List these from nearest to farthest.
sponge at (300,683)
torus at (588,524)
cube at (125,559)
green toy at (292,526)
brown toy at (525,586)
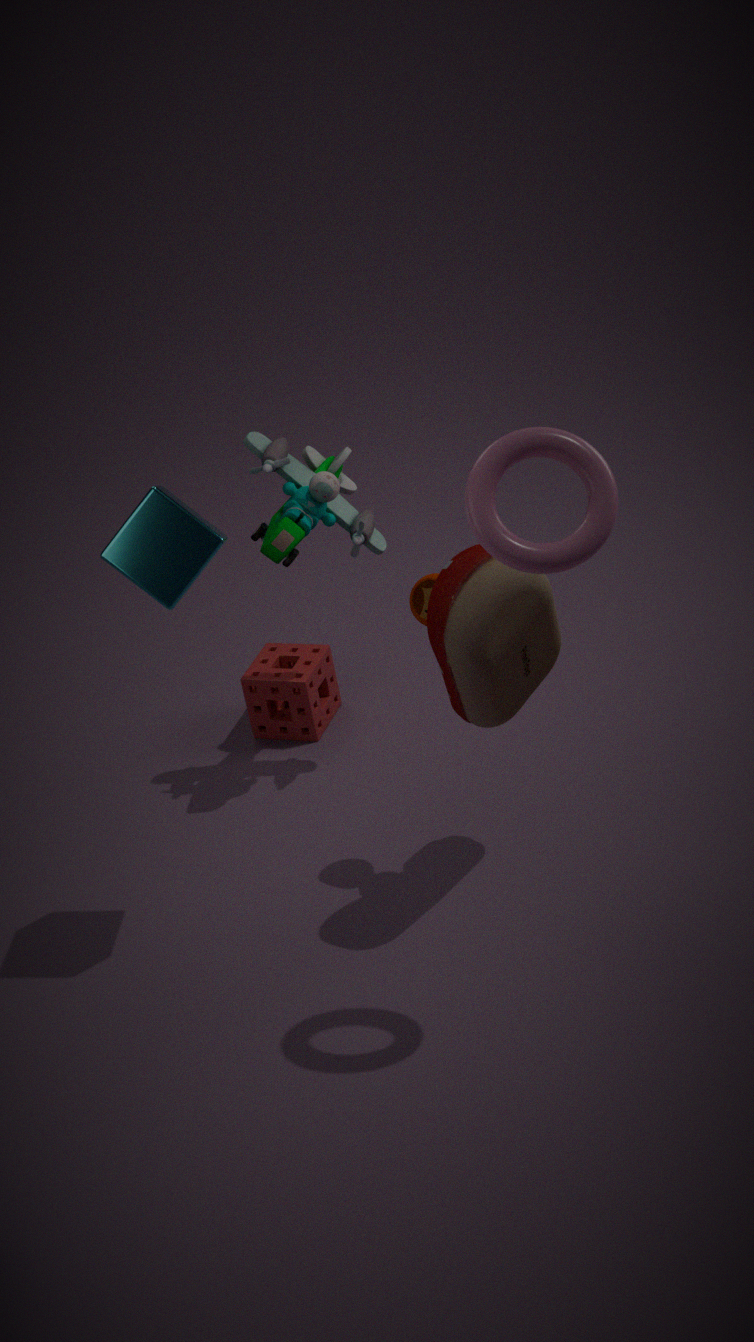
torus at (588,524) < cube at (125,559) < brown toy at (525,586) < green toy at (292,526) < sponge at (300,683)
